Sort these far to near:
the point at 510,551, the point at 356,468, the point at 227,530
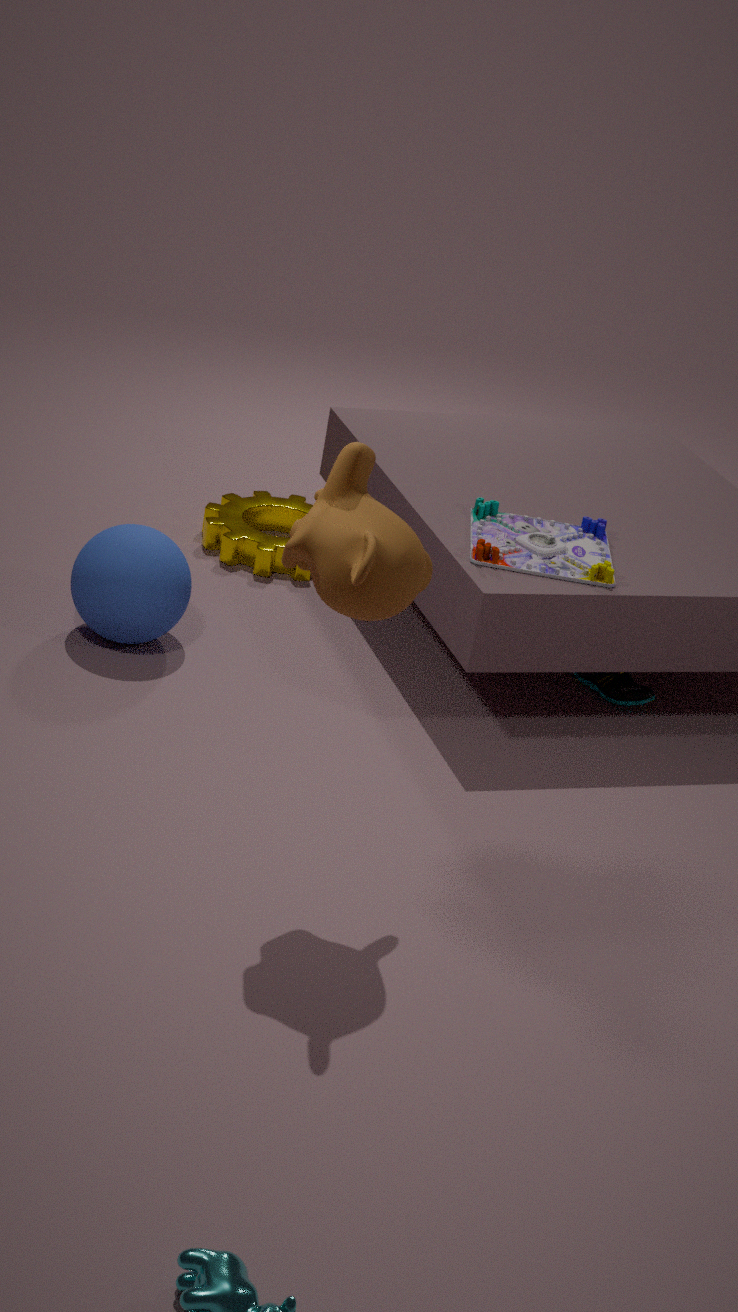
the point at 227,530
the point at 510,551
the point at 356,468
